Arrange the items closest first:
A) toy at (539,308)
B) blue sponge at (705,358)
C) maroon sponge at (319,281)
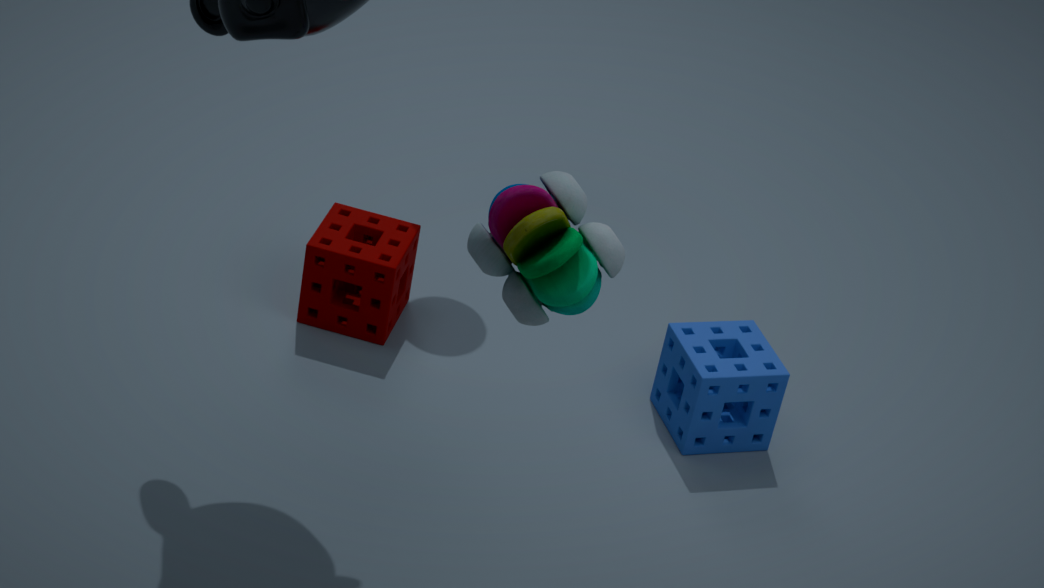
toy at (539,308) < blue sponge at (705,358) < maroon sponge at (319,281)
